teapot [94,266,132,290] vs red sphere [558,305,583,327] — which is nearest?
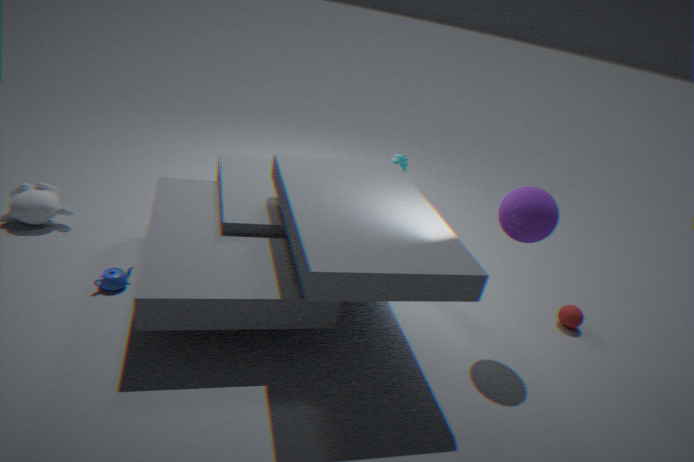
teapot [94,266,132,290]
